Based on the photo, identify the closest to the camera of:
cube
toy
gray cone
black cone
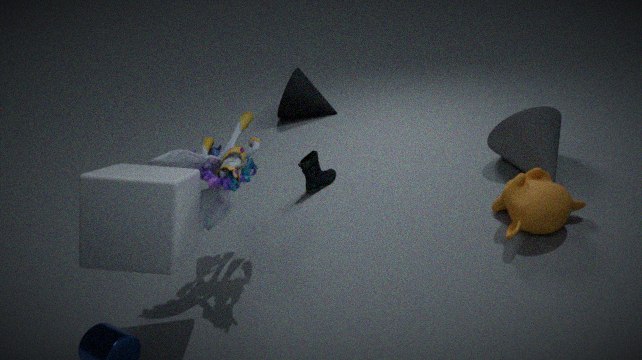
cube
